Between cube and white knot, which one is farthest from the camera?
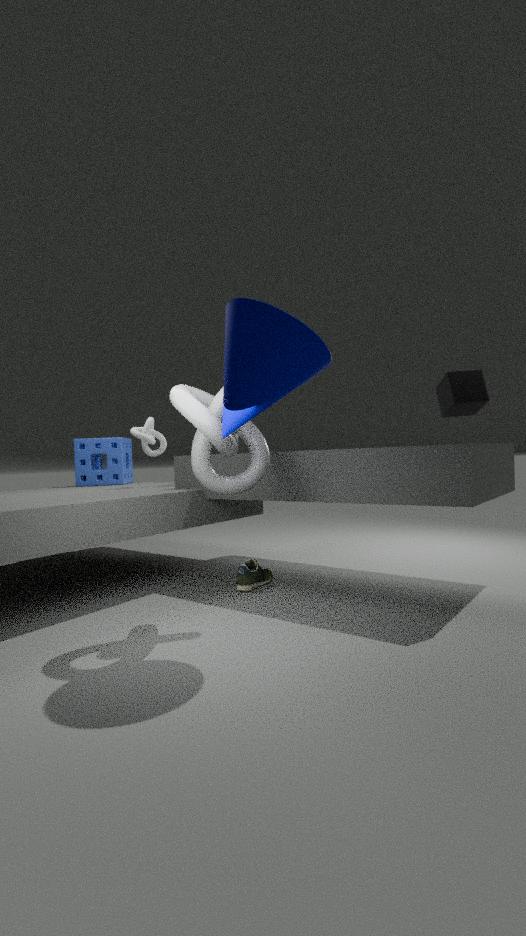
white knot
